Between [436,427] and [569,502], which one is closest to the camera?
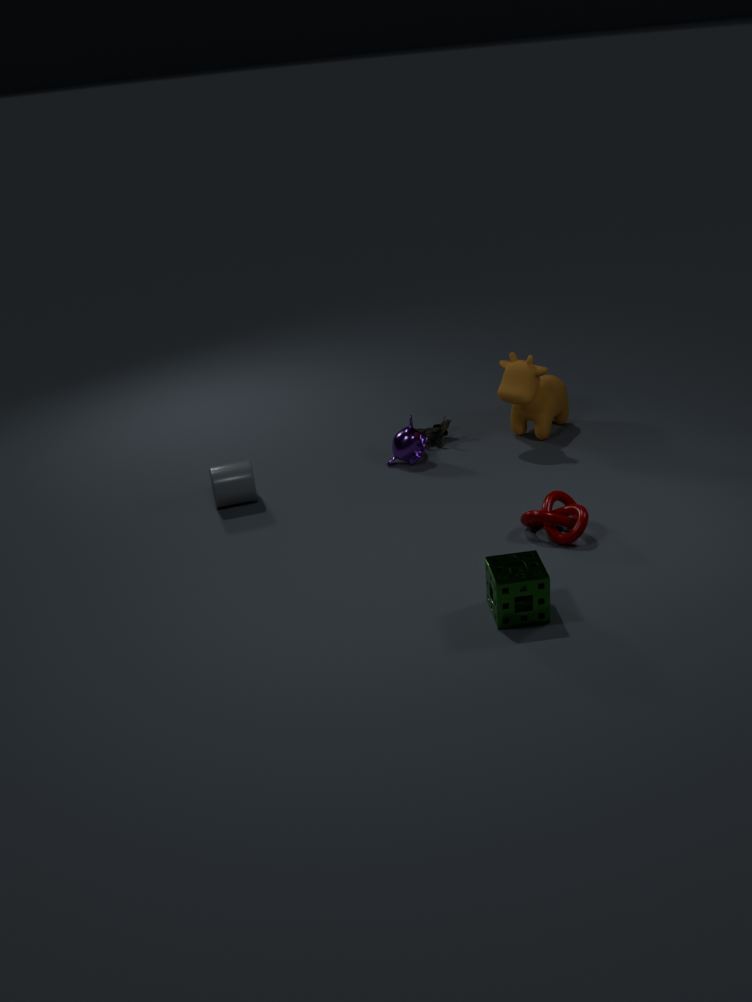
[569,502]
